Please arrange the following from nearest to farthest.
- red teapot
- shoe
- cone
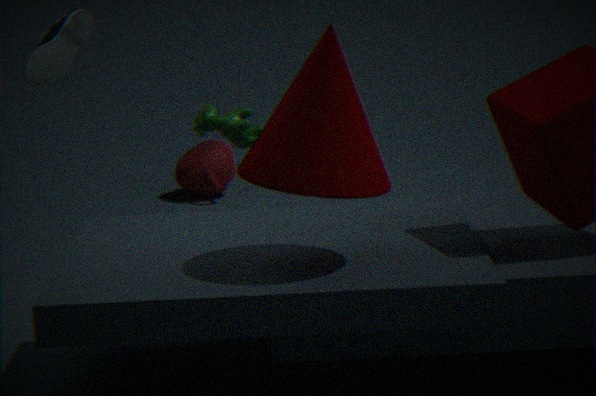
cone, shoe, red teapot
